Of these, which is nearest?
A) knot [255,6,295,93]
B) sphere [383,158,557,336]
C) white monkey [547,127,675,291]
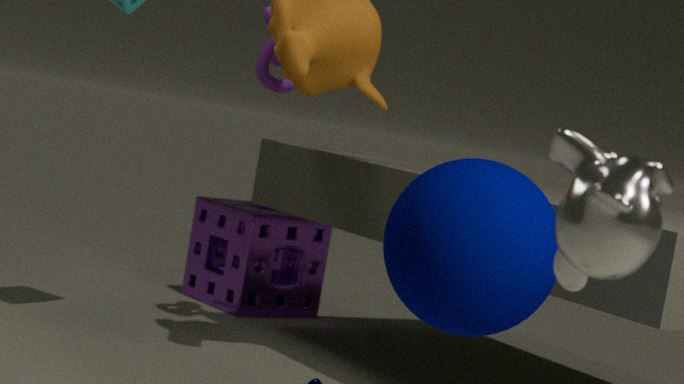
white monkey [547,127,675,291]
